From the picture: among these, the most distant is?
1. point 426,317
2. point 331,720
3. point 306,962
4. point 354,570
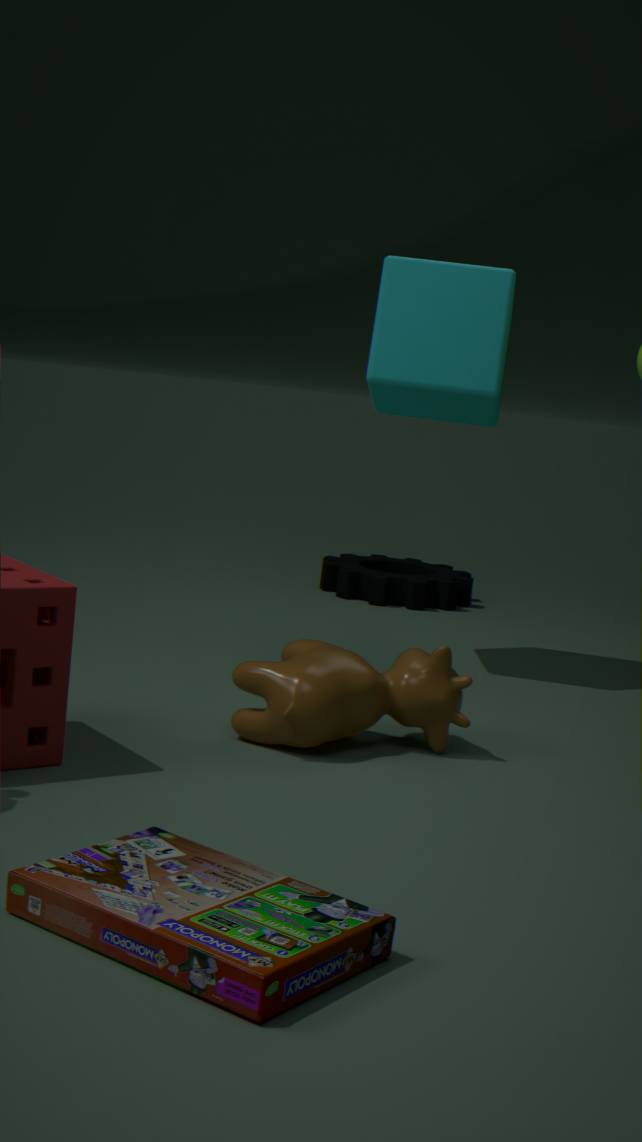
point 354,570
